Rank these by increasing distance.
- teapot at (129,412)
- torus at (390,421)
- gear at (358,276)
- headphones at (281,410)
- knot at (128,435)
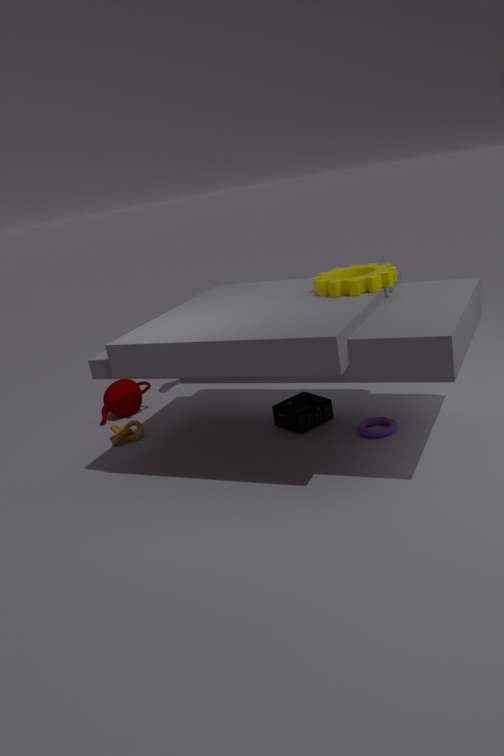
gear at (358,276), torus at (390,421), headphones at (281,410), knot at (128,435), teapot at (129,412)
